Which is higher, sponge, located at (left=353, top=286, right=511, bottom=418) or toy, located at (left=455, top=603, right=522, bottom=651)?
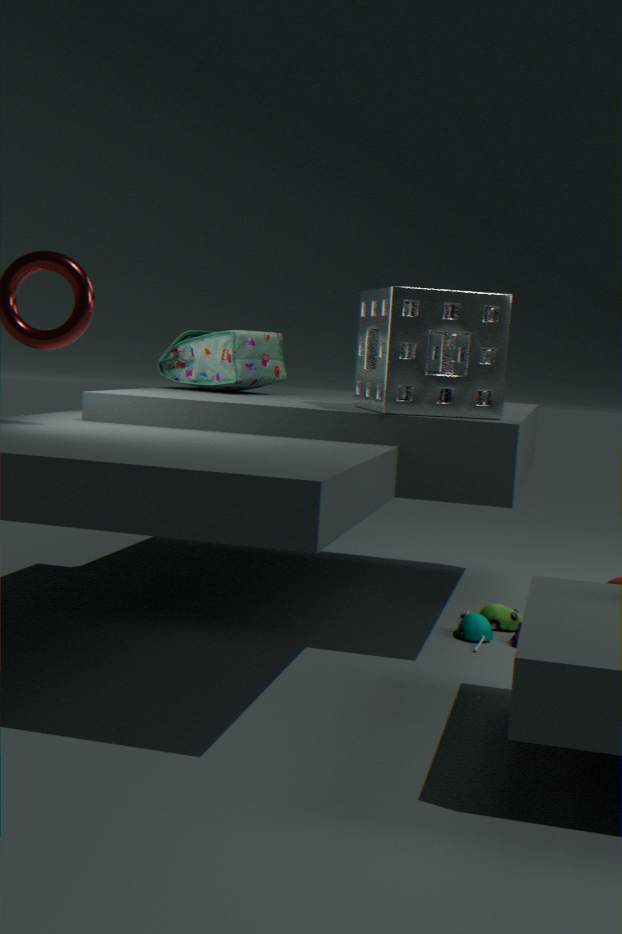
sponge, located at (left=353, top=286, right=511, bottom=418)
